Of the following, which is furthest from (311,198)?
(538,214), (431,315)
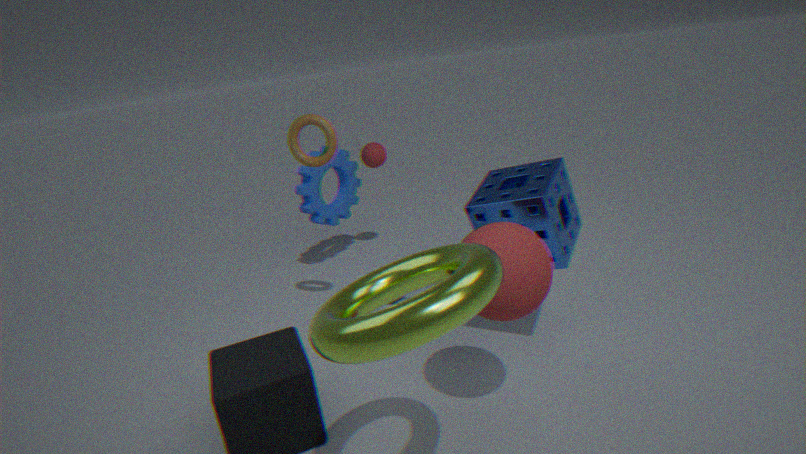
(431,315)
